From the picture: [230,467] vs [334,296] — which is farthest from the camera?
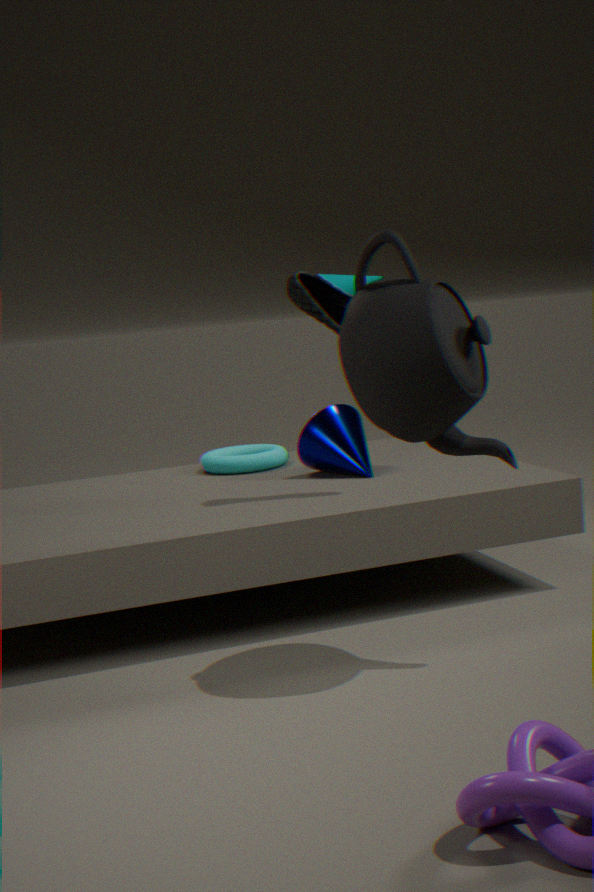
[230,467]
